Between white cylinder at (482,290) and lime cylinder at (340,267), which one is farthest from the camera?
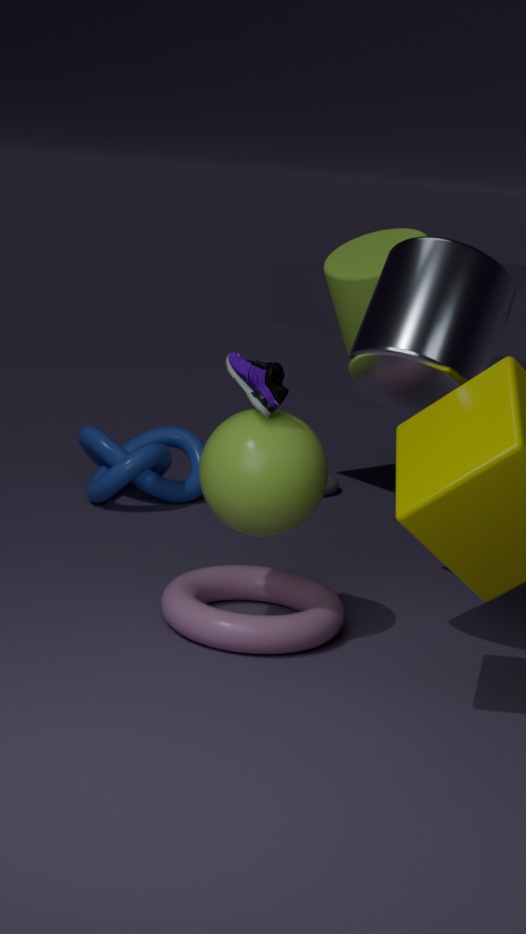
lime cylinder at (340,267)
